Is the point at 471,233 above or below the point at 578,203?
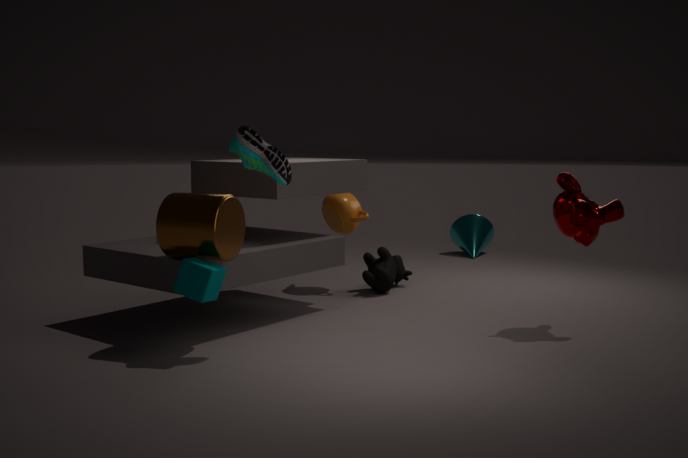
below
